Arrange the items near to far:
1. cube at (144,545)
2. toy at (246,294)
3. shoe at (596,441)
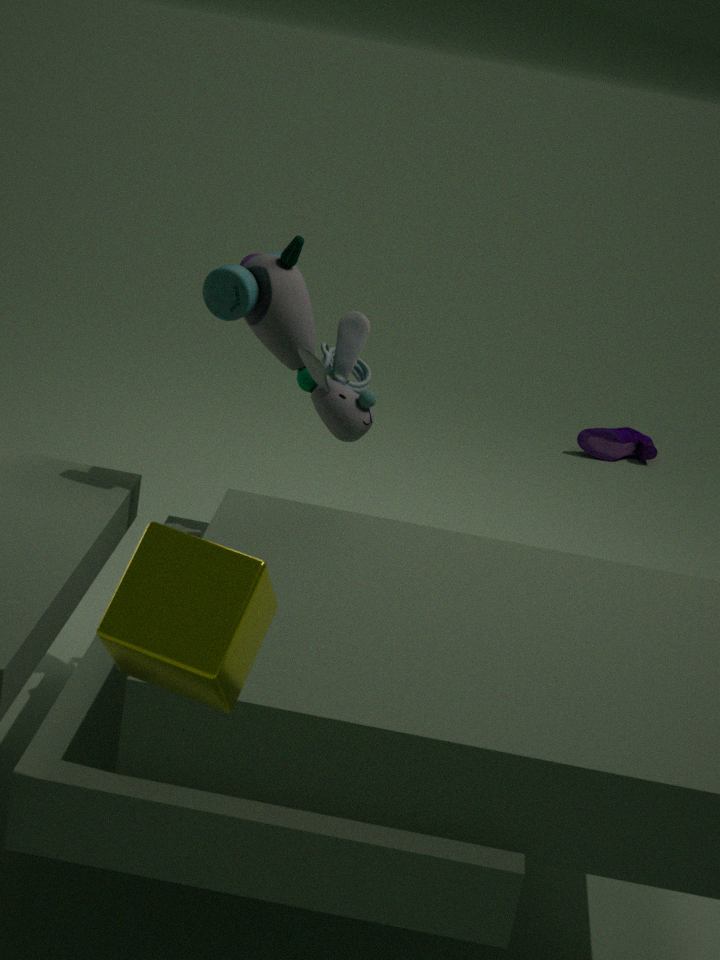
cube at (144,545), toy at (246,294), shoe at (596,441)
